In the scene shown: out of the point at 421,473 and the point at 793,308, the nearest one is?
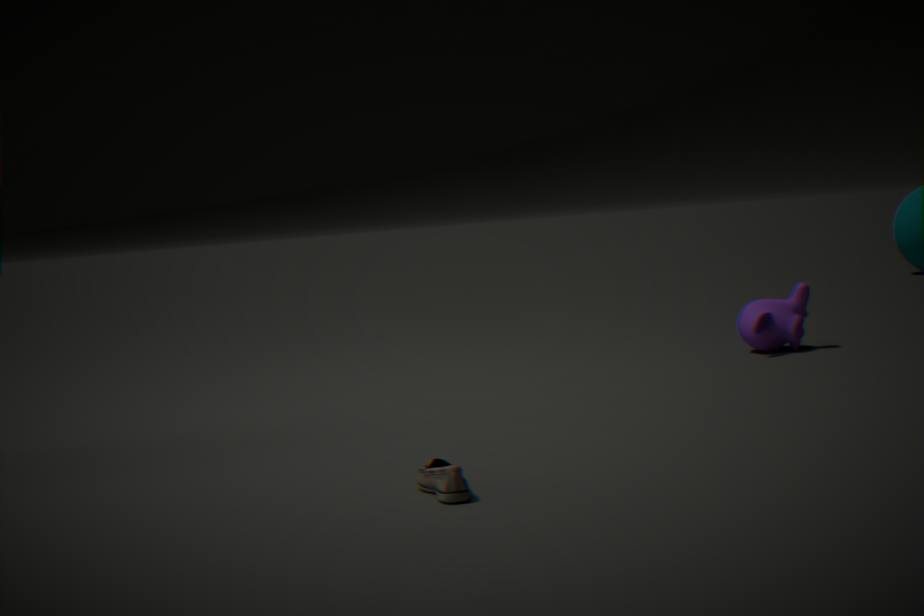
the point at 421,473
